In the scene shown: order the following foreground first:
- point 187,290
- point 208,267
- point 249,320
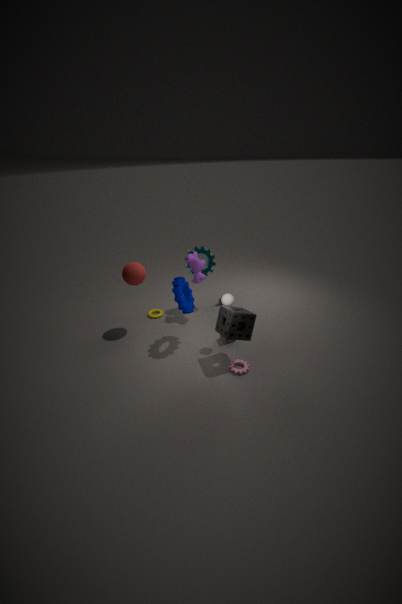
1. point 249,320
2. point 187,290
3. point 208,267
